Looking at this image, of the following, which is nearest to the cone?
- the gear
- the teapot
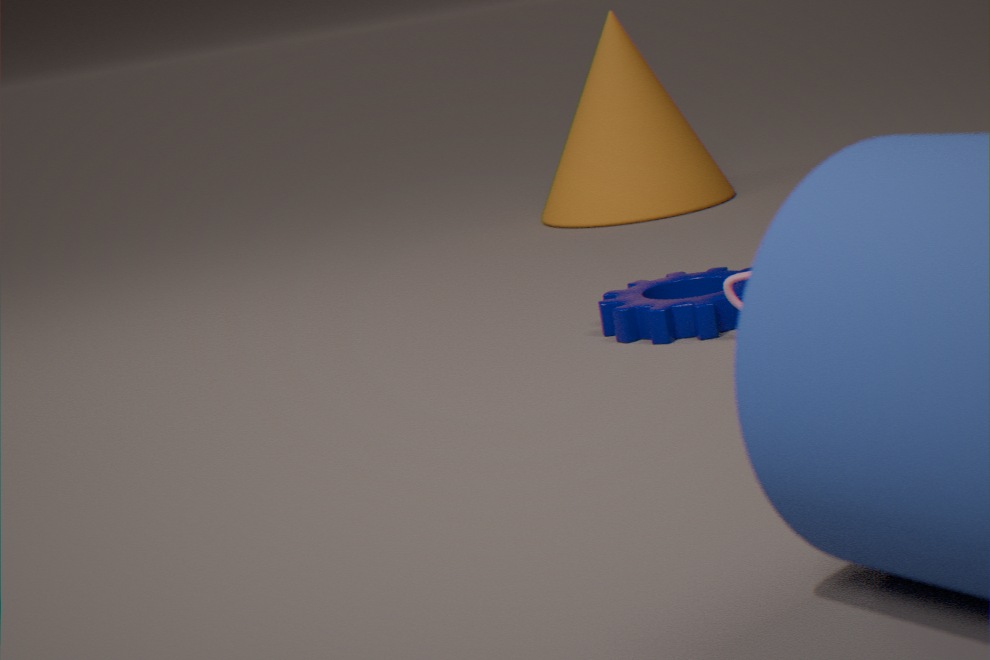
the gear
